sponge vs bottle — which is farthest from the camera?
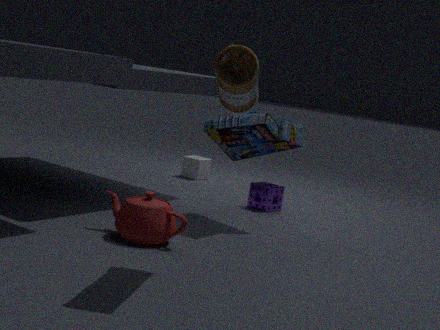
sponge
